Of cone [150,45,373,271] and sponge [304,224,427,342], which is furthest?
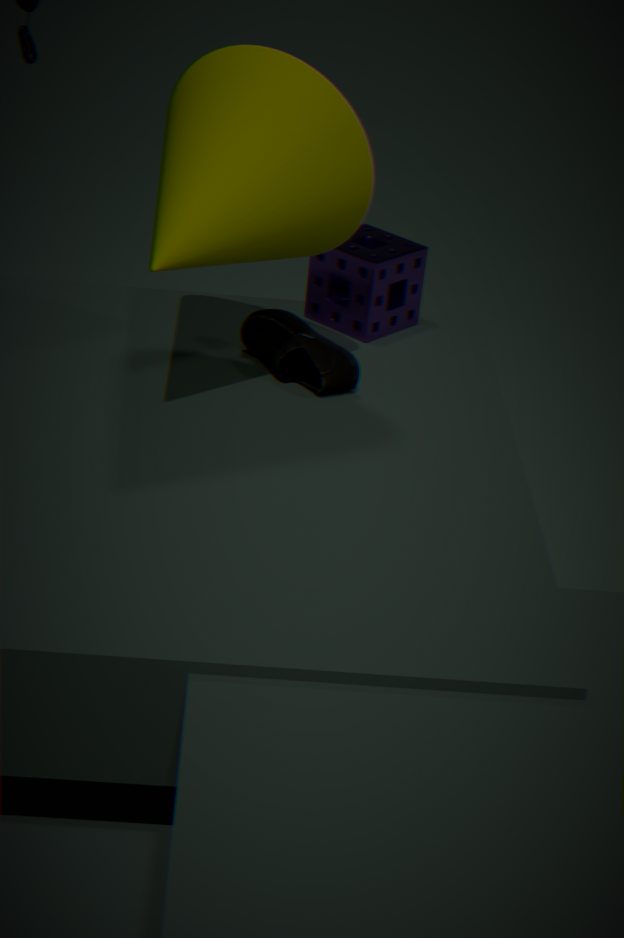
sponge [304,224,427,342]
